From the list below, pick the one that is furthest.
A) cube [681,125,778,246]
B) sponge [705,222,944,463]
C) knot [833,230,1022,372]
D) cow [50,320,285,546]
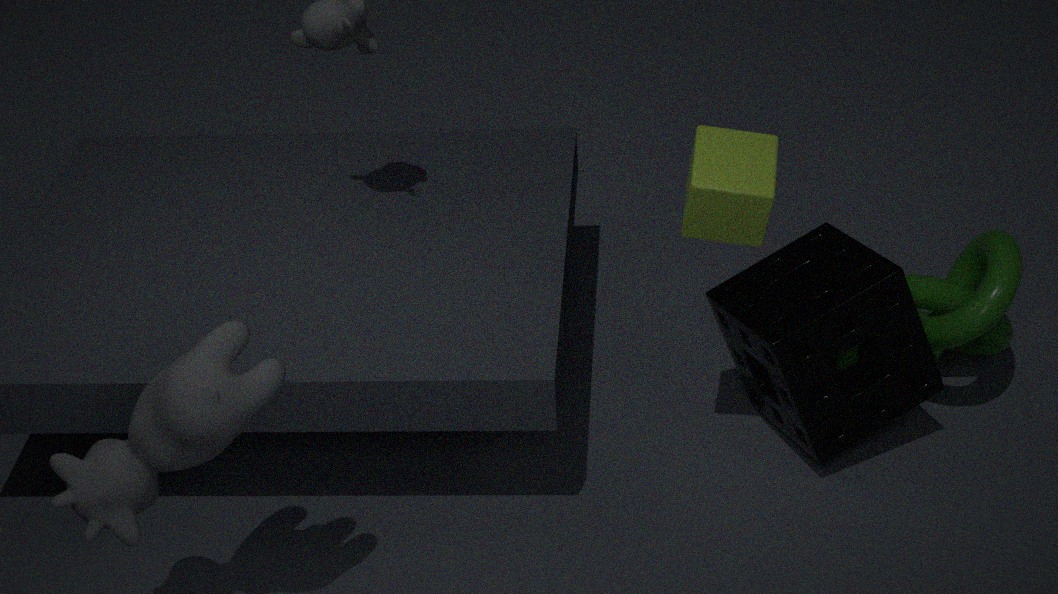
knot [833,230,1022,372]
